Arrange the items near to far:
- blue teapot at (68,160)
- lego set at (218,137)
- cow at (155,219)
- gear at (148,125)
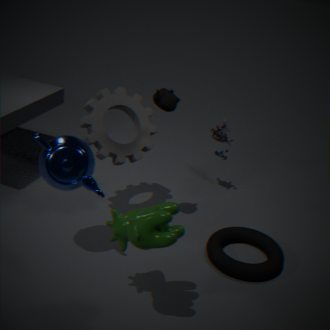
cow at (155,219) < blue teapot at (68,160) < gear at (148,125) < lego set at (218,137)
